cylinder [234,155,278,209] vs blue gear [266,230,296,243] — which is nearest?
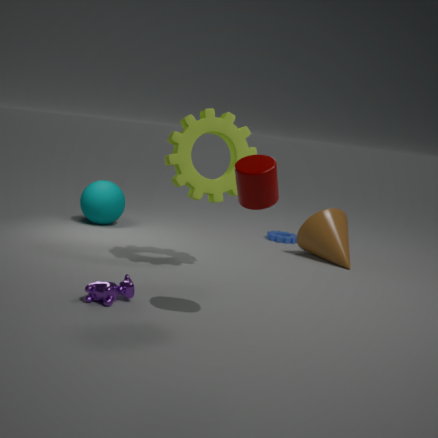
cylinder [234,155,278,209]
